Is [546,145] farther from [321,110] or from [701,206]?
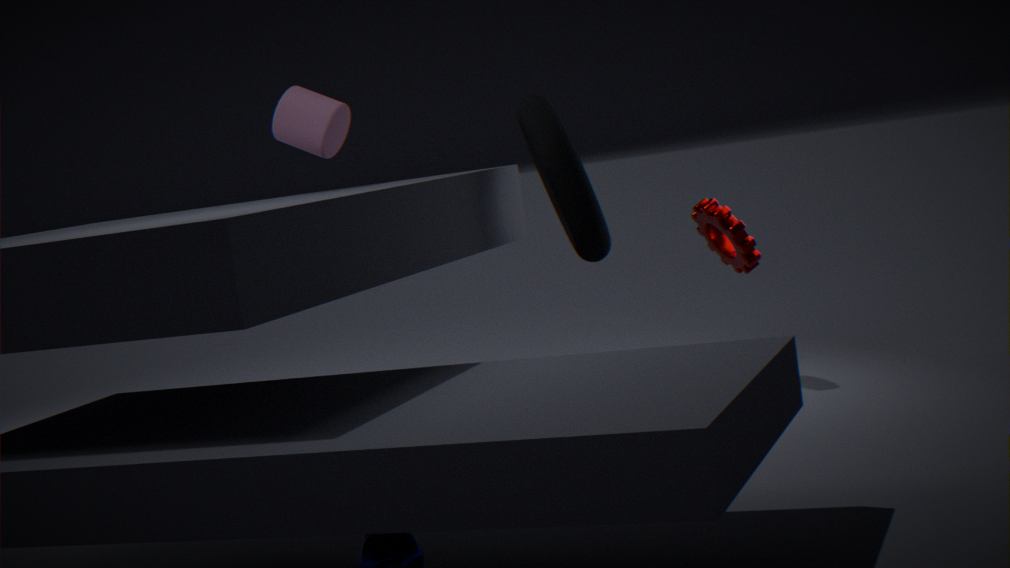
[321,110]
